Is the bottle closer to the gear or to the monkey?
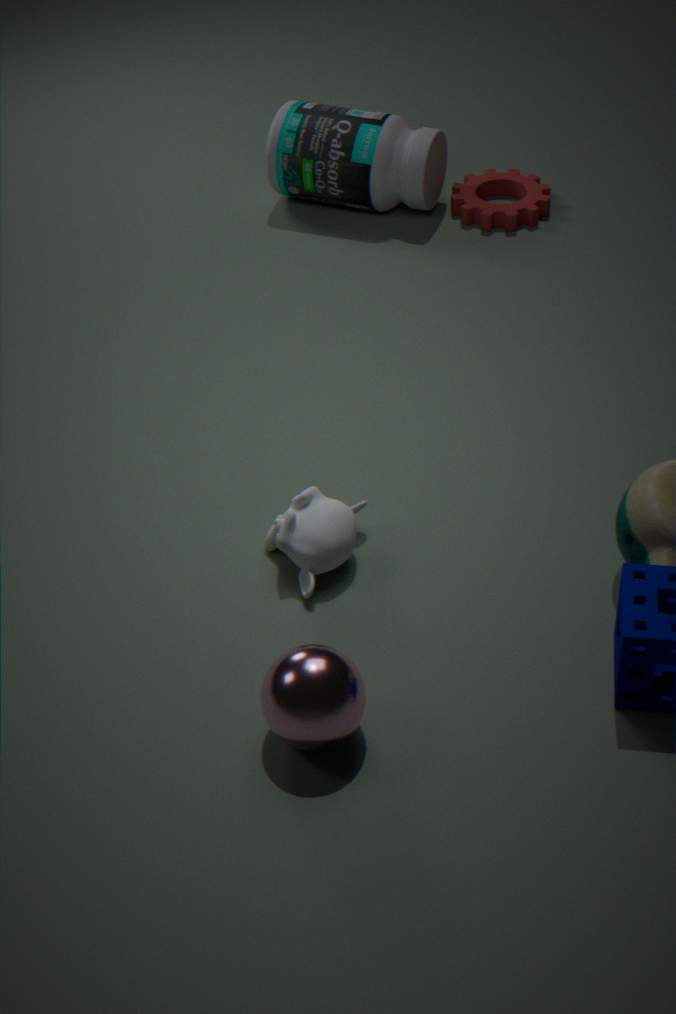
the gear
